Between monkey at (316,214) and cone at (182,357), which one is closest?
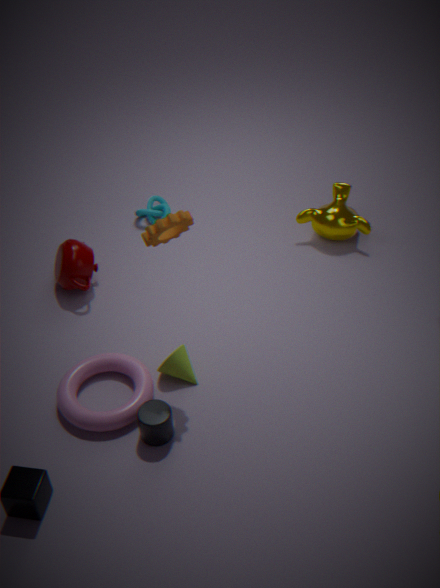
cone at (182,357)
